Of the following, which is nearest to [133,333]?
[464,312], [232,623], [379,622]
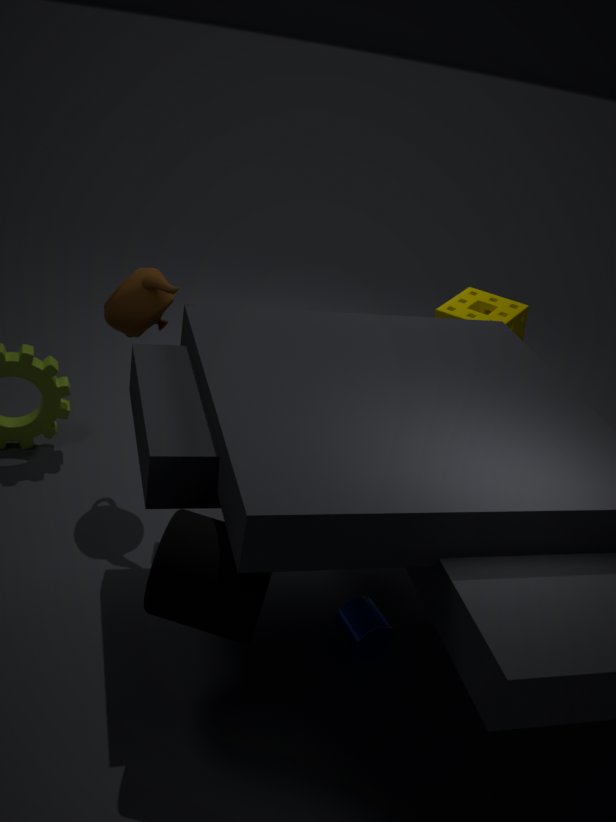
[232,623]
